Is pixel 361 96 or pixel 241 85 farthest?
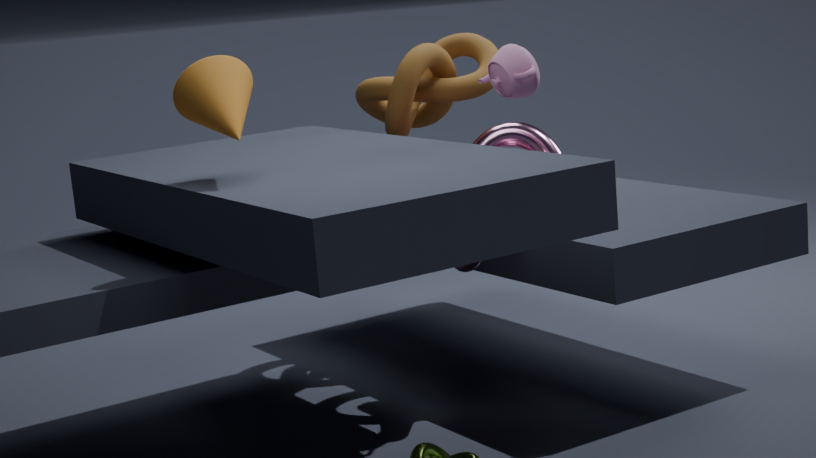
pixel 361 96
